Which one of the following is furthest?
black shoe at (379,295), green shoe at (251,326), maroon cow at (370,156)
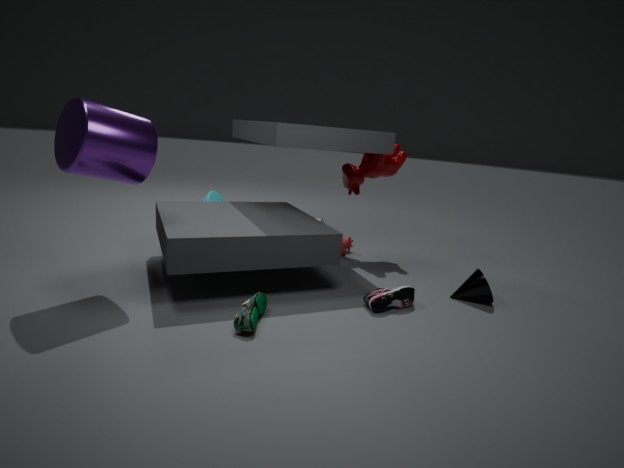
maroon cow at (370,156)
